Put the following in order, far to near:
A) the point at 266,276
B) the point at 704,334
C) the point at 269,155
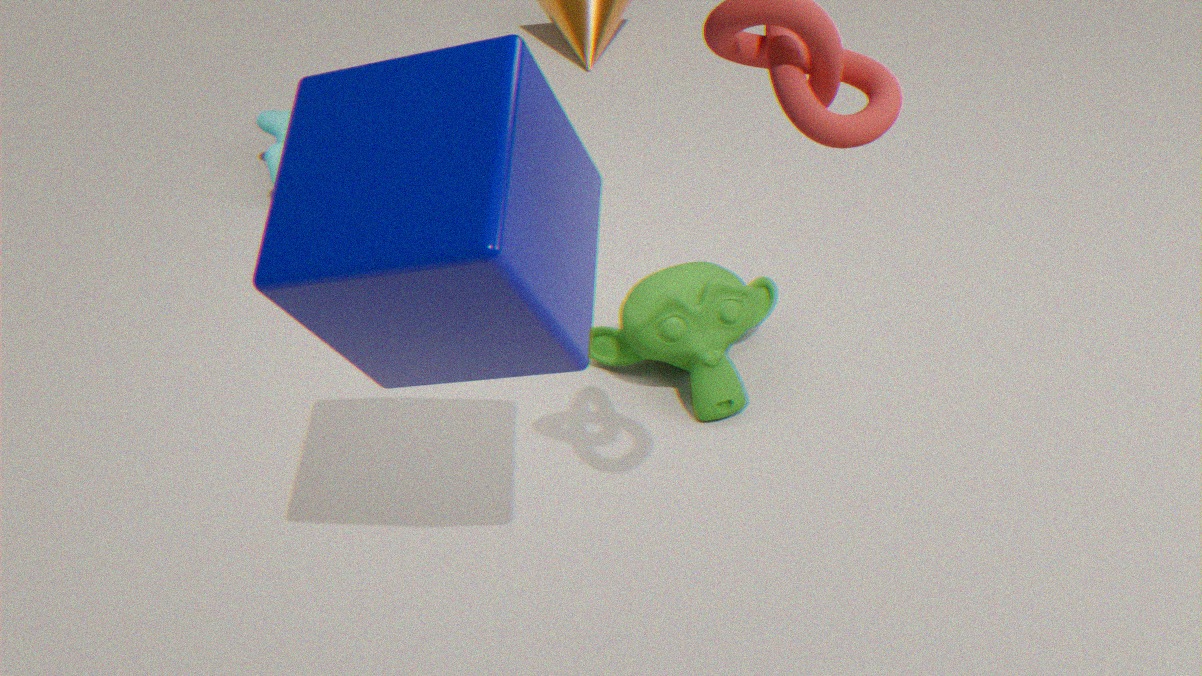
the point at 269,155, the point at 704,334, the point at 266,276
